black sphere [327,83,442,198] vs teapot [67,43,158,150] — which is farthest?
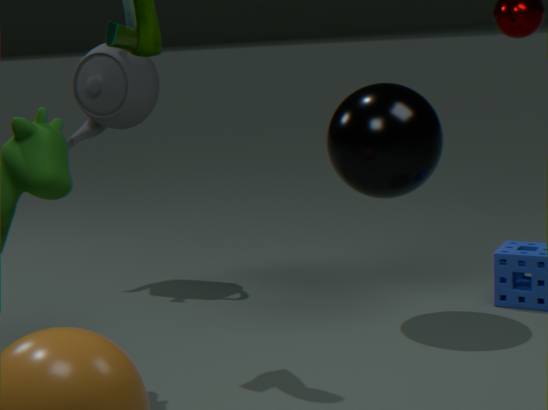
teapot [67,43,158,150]
